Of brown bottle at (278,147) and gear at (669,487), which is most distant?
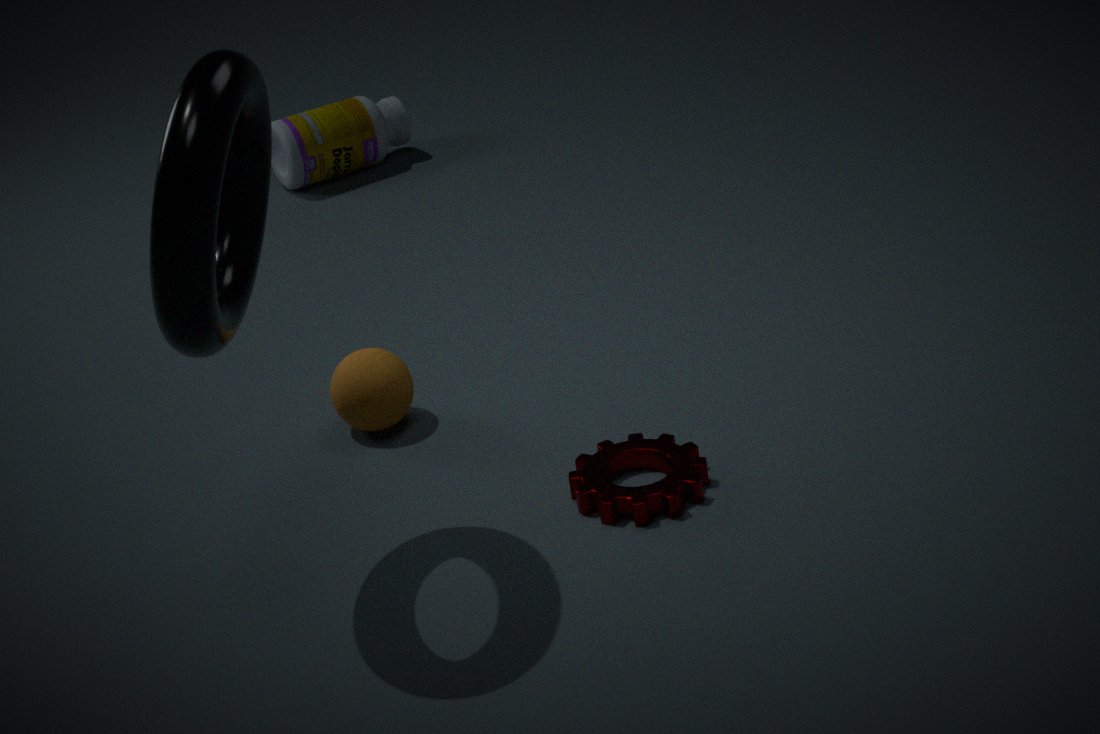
brown bottle at (278,147)
